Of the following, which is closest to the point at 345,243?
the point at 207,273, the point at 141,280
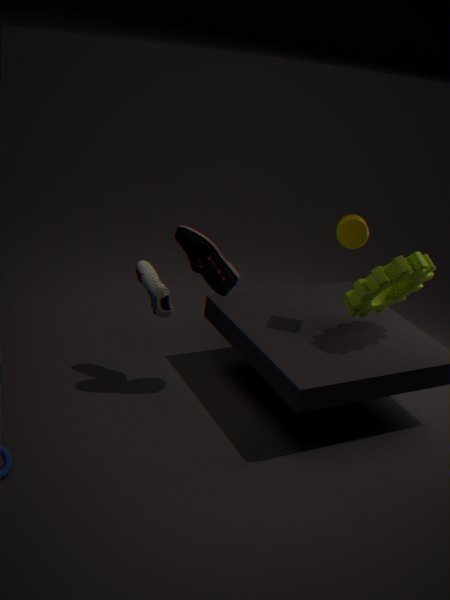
the point at 207,273
